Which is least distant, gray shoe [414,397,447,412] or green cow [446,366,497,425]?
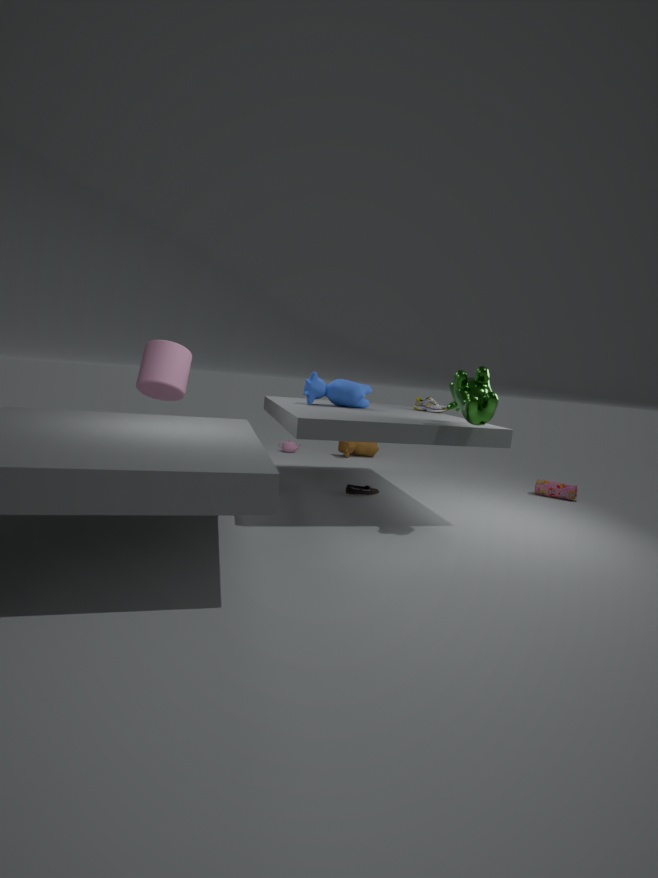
green cow [446,366,497,425]
